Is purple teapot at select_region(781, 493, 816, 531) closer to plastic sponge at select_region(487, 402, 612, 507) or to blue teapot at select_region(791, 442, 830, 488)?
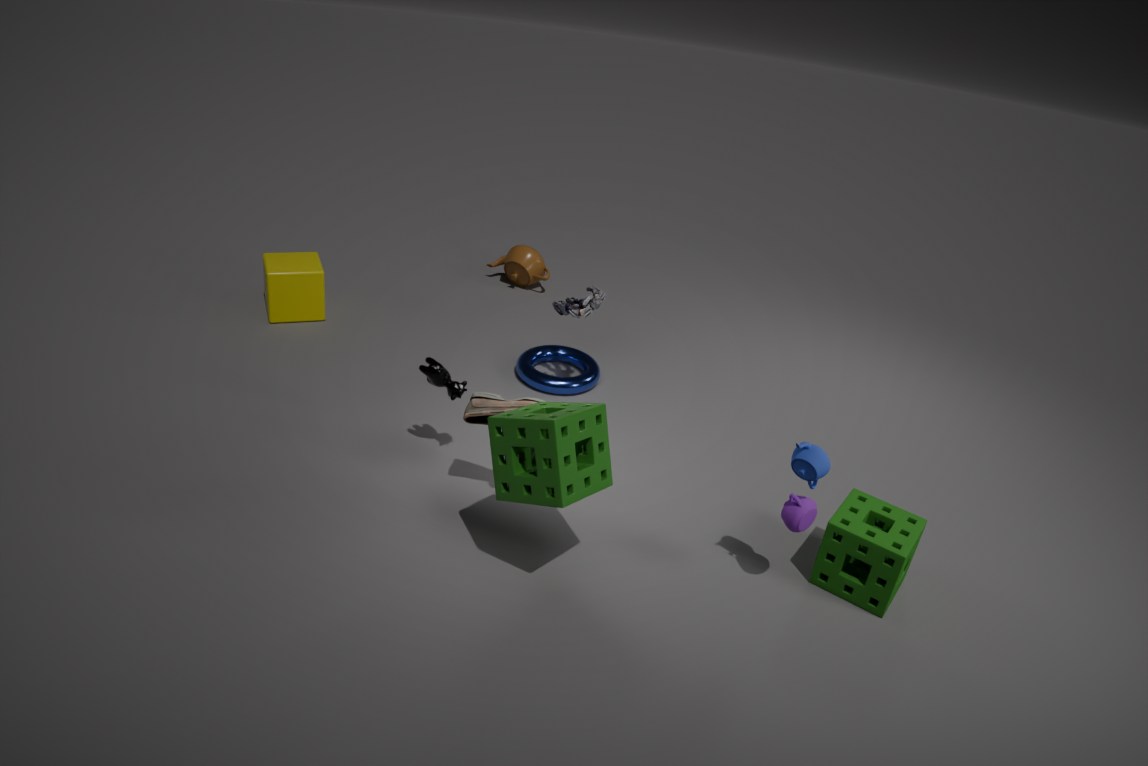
blue teapot at select_region(791, 442, 830, 488)
